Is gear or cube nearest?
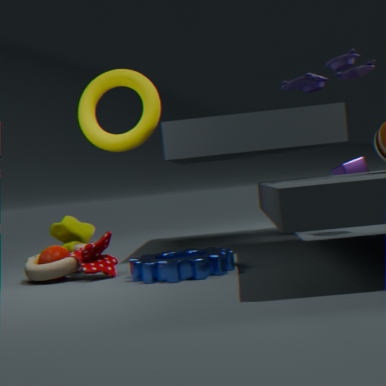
gear
